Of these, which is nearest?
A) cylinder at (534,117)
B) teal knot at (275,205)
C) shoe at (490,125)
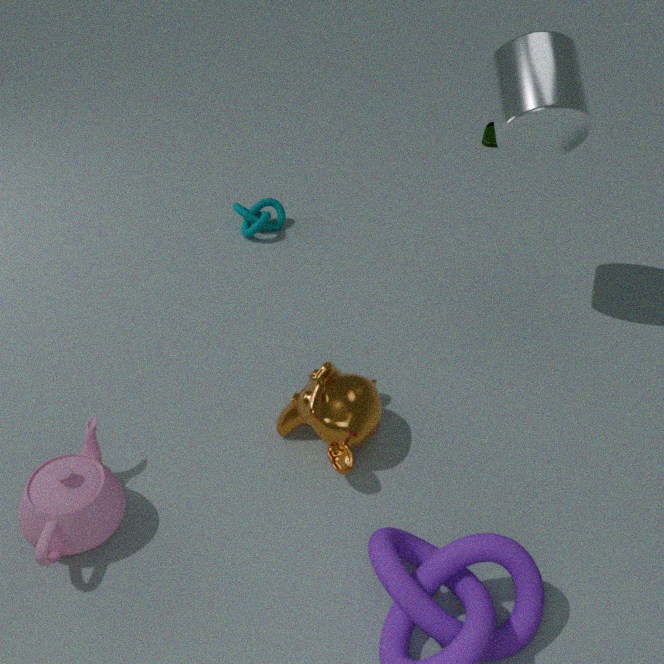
cylinder at (534,117)
